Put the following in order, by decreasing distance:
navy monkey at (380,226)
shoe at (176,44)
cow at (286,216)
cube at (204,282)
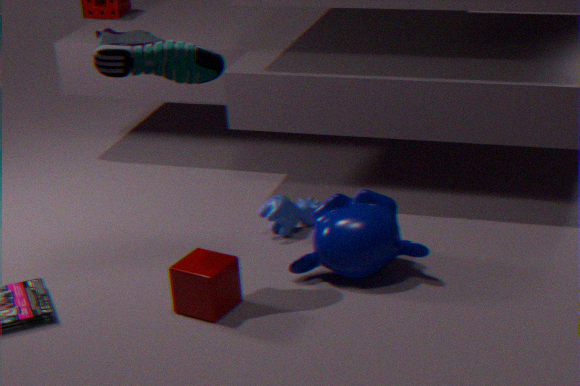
cow at (286,216)
navy monkey at (380,226)
cube at (204,282)
shoe at (176,44)
